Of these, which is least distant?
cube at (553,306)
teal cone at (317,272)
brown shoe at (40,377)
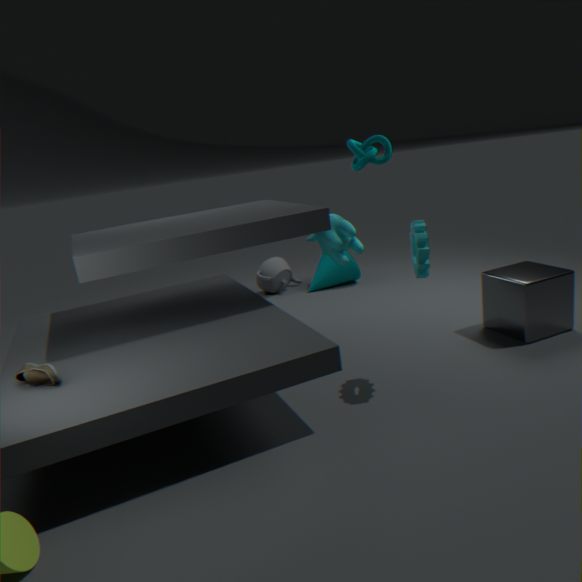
brown shoe at (40,377)
